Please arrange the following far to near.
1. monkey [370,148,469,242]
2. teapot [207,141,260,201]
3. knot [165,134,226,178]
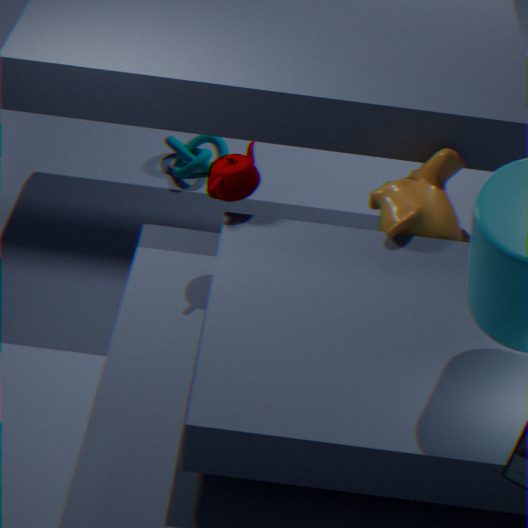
knot [165,134,226,178]
monkey [370,148,469,242]
teapot [207,141,260,201]
